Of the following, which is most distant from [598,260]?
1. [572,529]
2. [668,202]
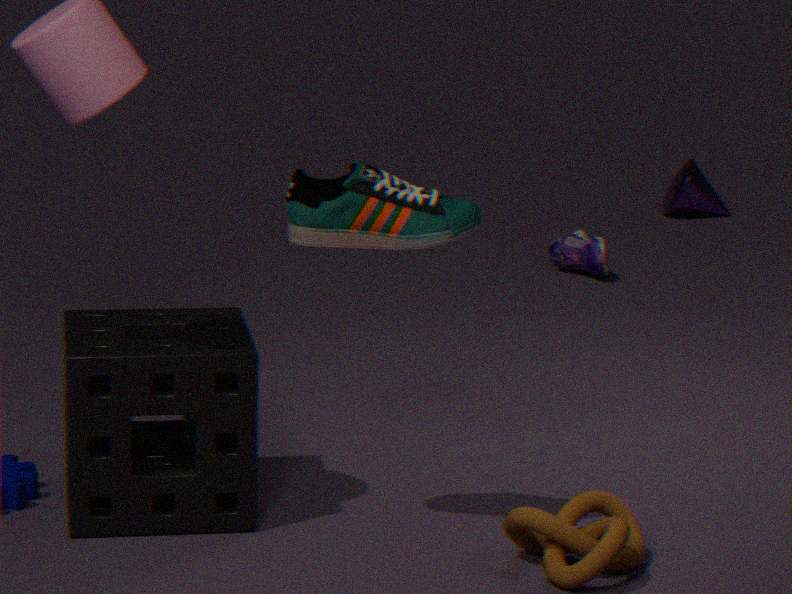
[572,529]
